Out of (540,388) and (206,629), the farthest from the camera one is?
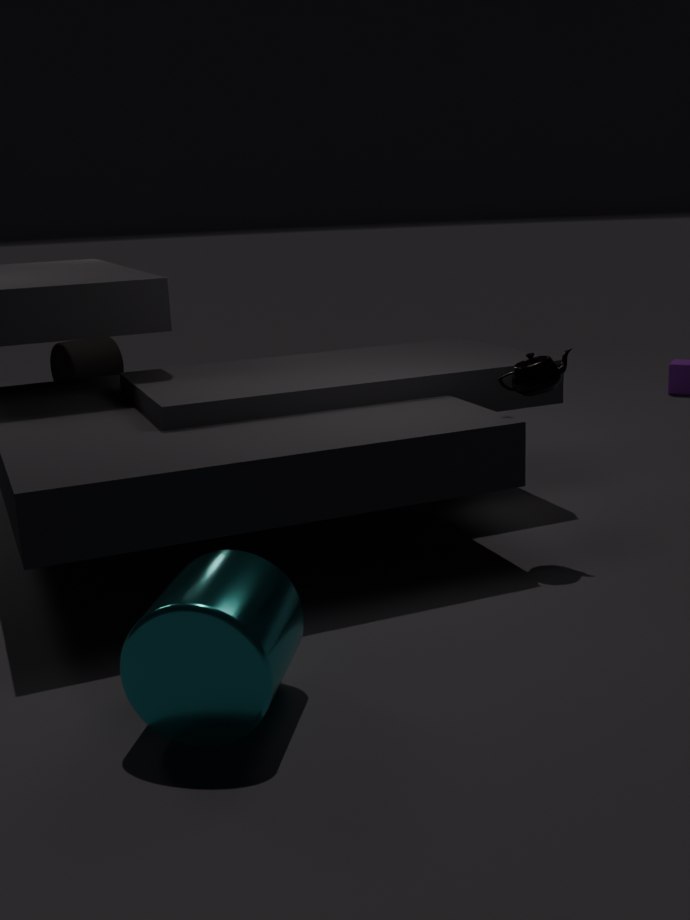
(540,388)
